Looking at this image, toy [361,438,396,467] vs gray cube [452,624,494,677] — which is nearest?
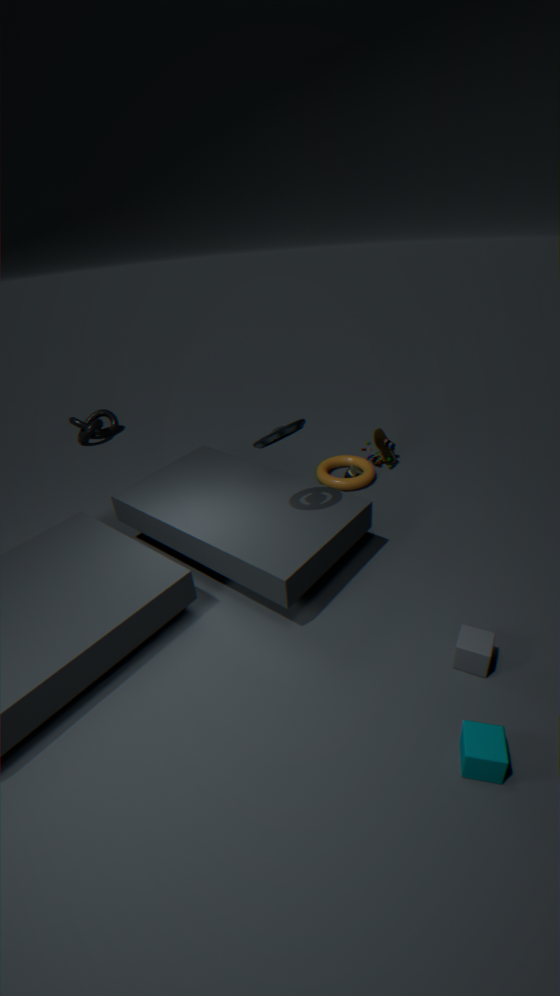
gray cube [452,624,494,677]
